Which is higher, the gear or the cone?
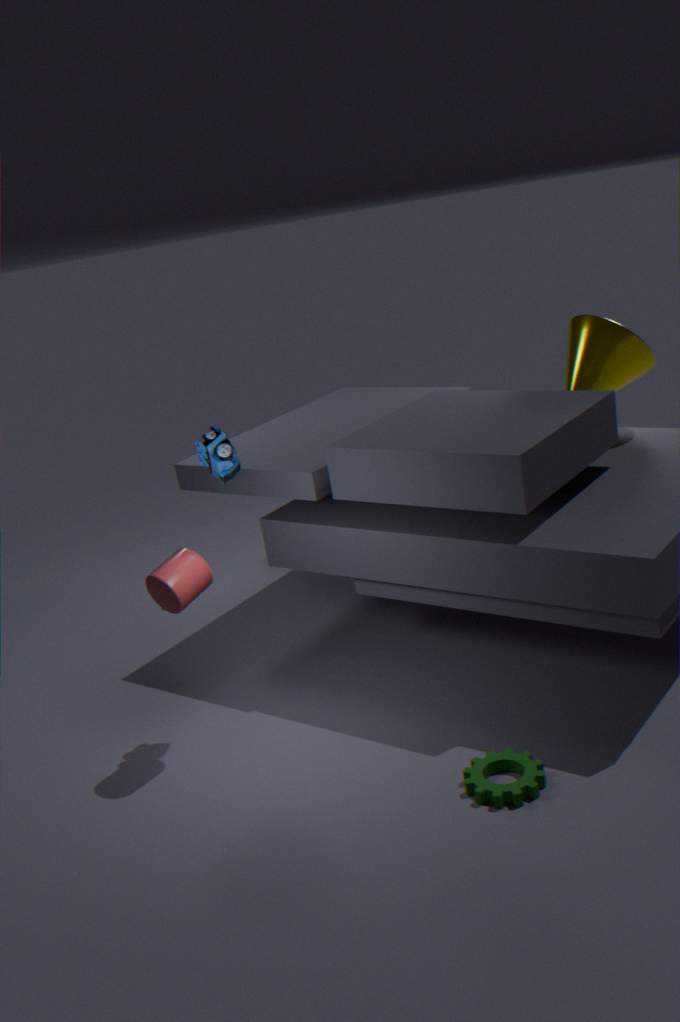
the cone
